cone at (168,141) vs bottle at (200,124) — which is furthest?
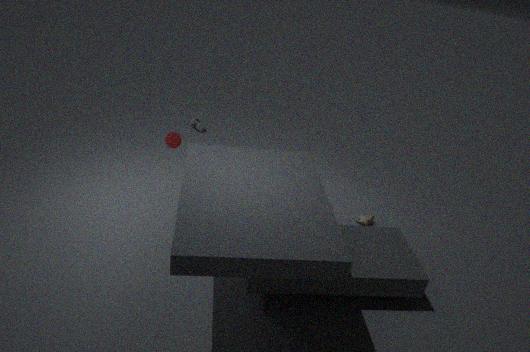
bottle at (200,124)
